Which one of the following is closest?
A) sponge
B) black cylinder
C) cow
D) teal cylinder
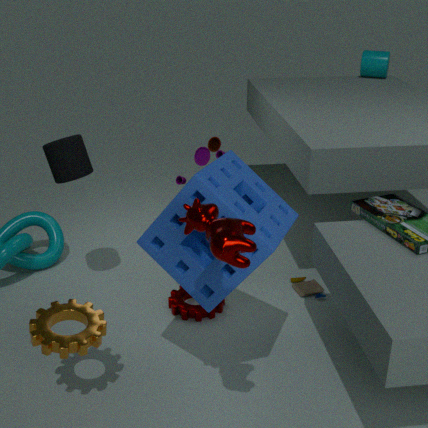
cow
